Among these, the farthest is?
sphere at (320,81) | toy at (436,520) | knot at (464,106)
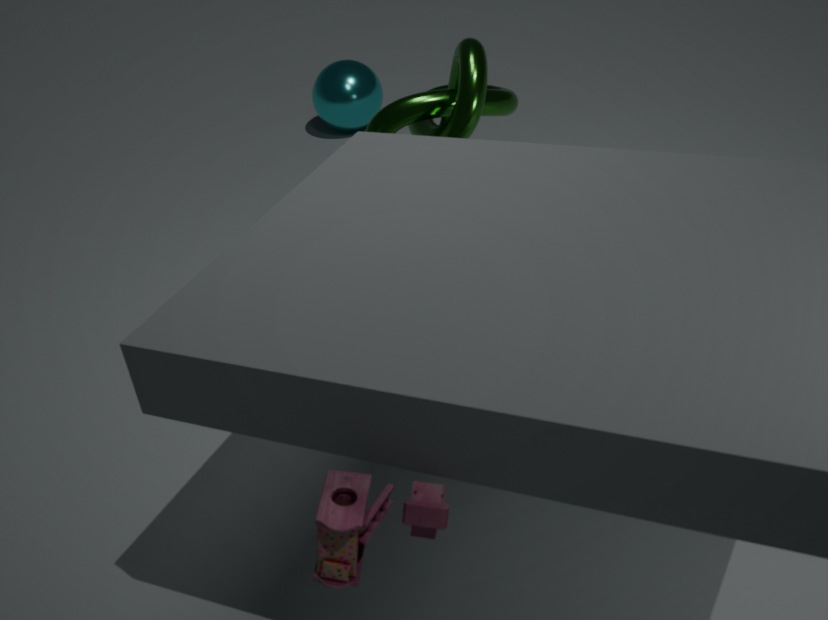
sphere at (320,81)
